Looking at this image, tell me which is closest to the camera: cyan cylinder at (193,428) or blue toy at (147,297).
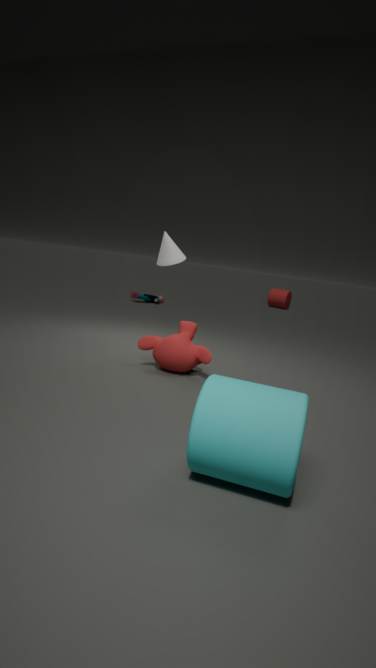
cyan cylinder at (193,428)
